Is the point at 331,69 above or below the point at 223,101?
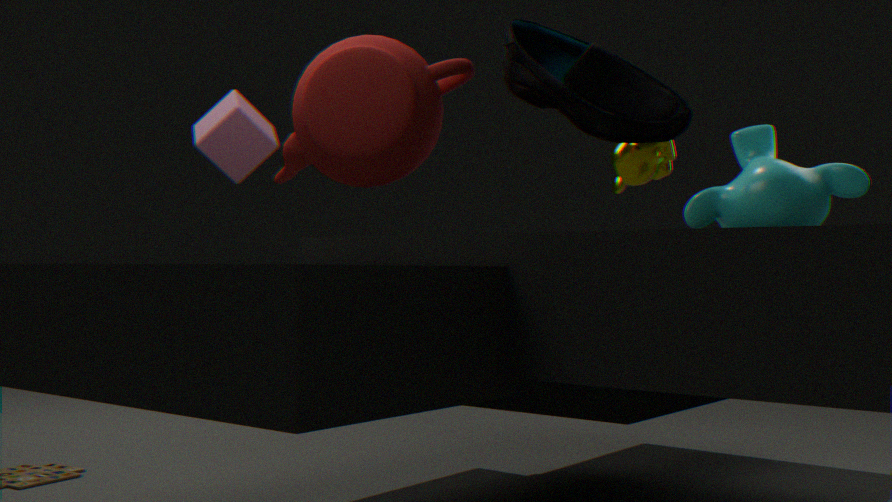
below
